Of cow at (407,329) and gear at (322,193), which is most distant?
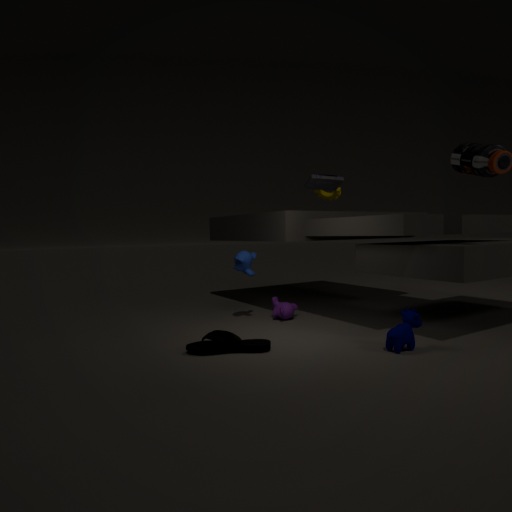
gear at (322,193)
